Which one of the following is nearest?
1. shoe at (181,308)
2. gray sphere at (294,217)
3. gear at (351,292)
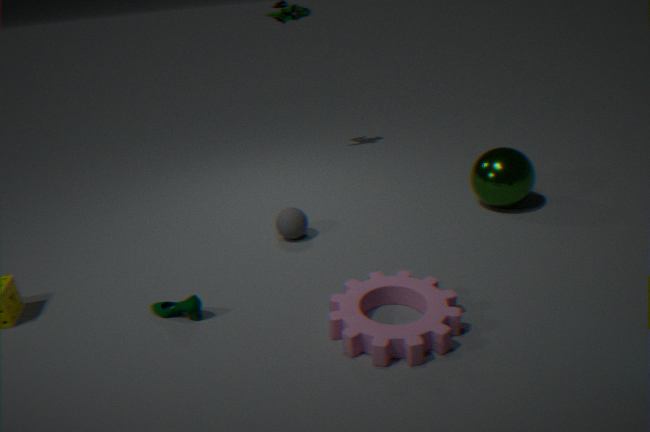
gear at (351,292)
